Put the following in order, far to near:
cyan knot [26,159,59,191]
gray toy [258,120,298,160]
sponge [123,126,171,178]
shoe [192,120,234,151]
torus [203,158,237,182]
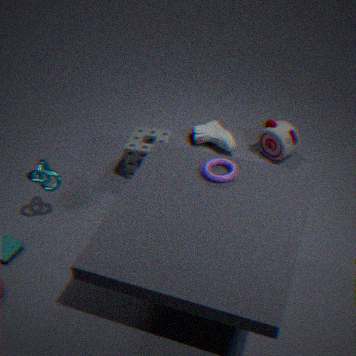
shoe [192,120,234,151] → gray toy [258,120,298,160] → sponge [123,126,171,178] → cyan knot [26,159,59,191] → torus [203,158,237,182]
